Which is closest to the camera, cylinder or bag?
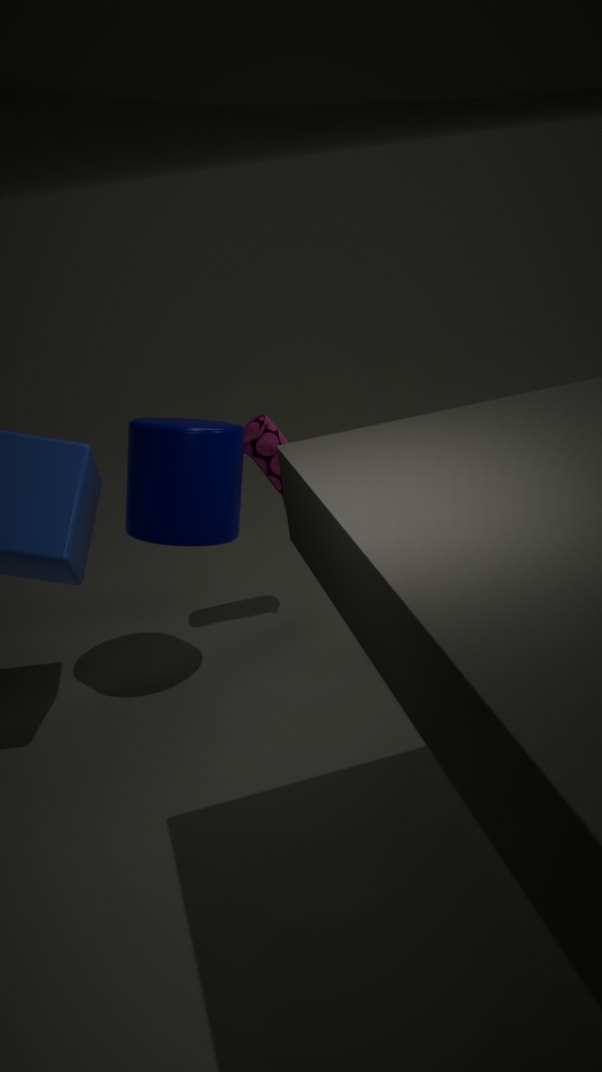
cylinder
